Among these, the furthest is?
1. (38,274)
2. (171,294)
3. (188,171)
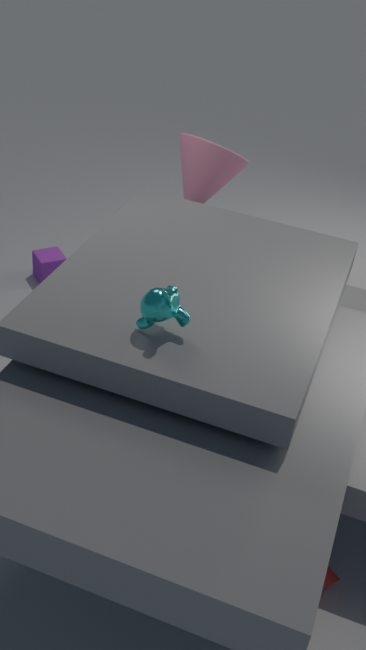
(38,274)
